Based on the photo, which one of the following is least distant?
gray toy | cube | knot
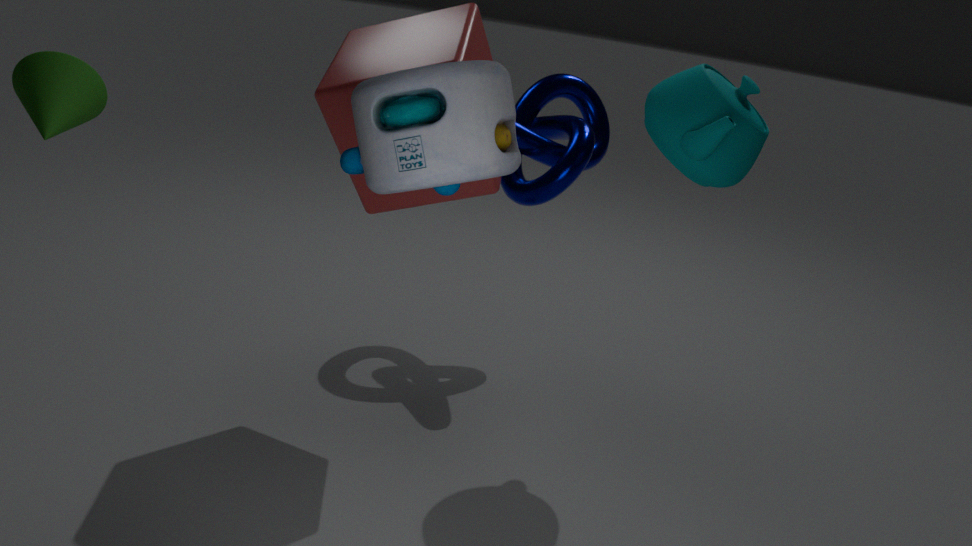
gray toy
